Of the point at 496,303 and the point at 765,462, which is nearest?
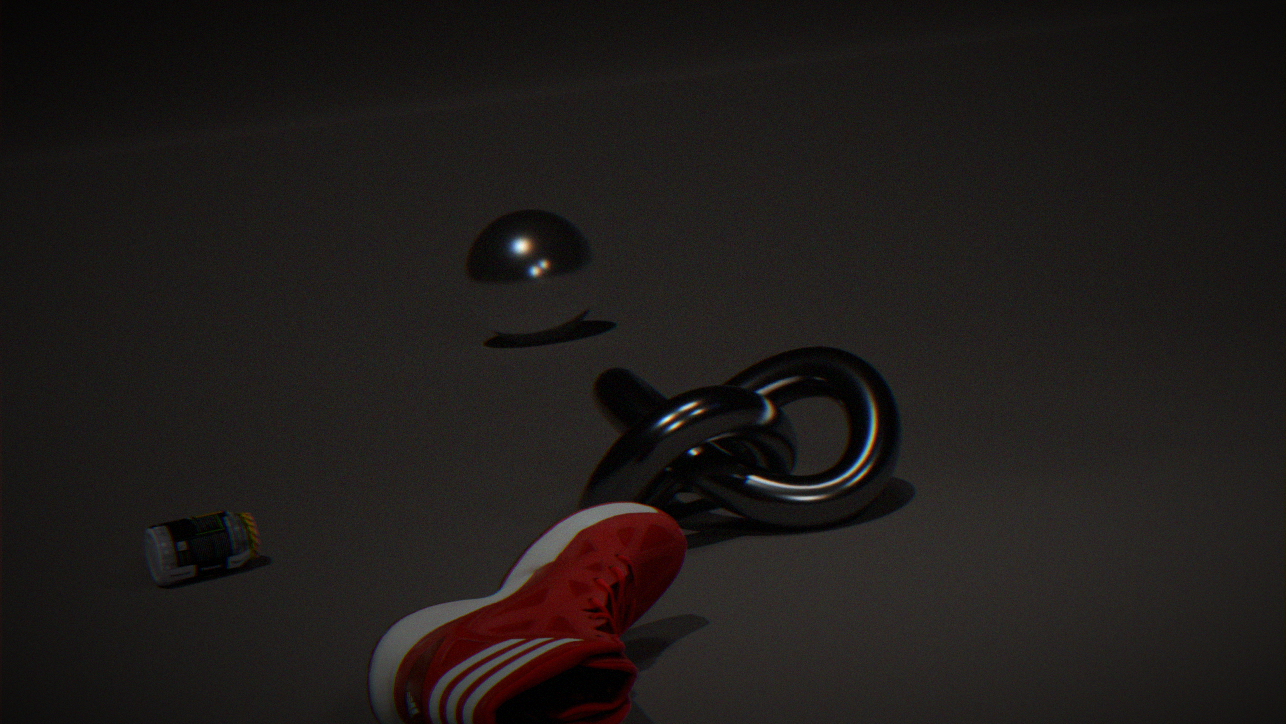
the point at 765,462
